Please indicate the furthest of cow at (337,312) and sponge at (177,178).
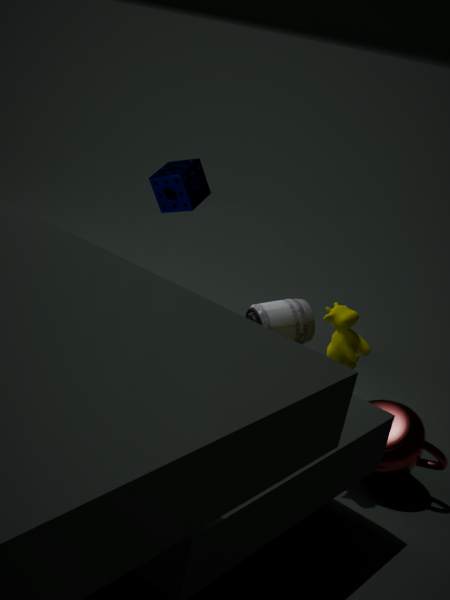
sponge at (177,178)
